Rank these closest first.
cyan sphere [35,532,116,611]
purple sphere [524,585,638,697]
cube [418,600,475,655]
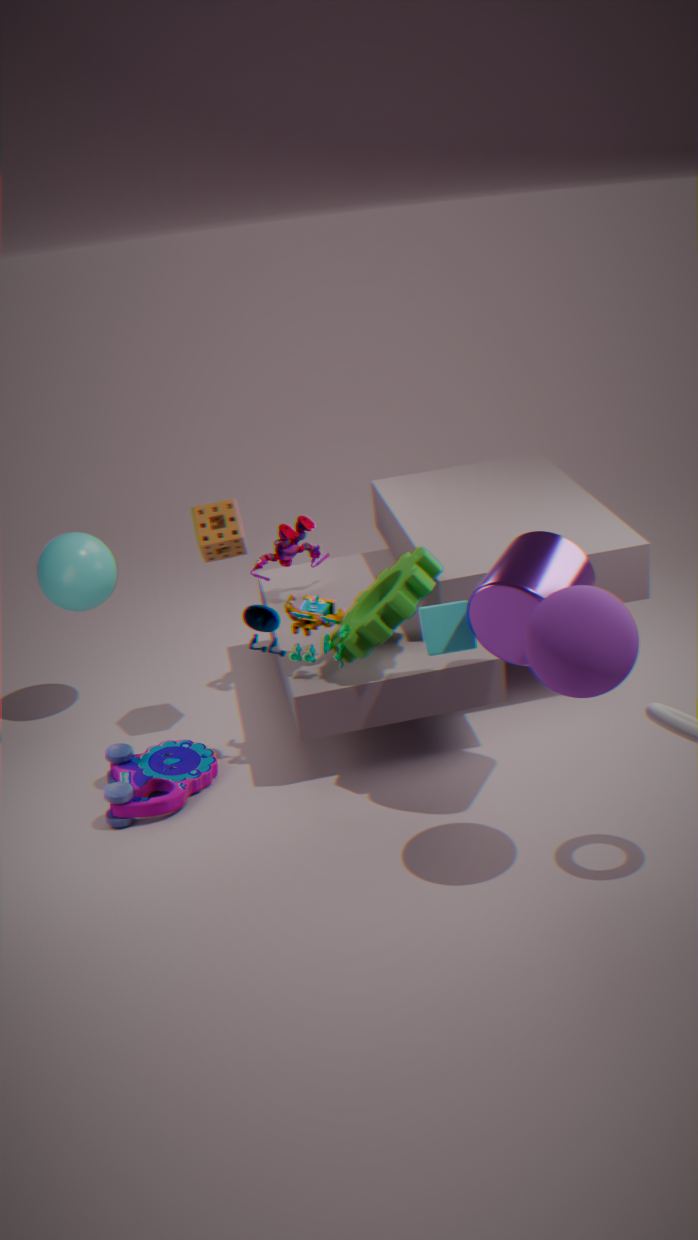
1. purple sphere [524,585,638,697]
2. cube [418,600,475,655]
3. cyan sphere [35,532,116,611]
